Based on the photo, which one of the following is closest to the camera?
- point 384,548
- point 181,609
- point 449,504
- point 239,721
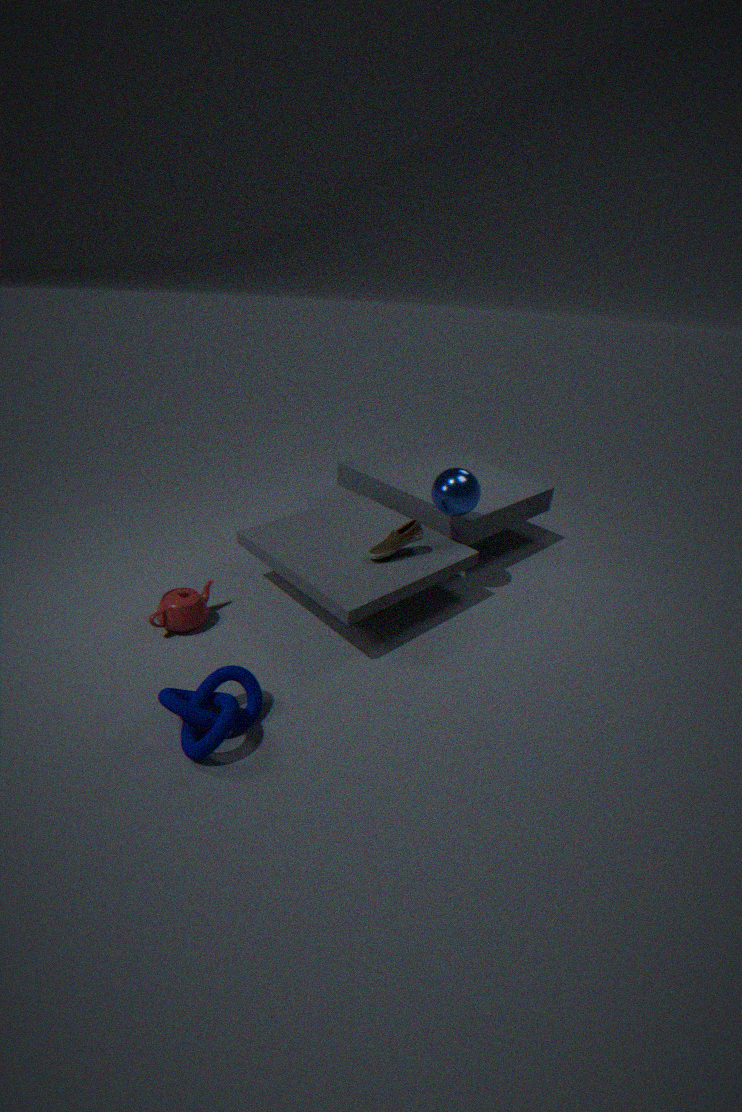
point 239,721
